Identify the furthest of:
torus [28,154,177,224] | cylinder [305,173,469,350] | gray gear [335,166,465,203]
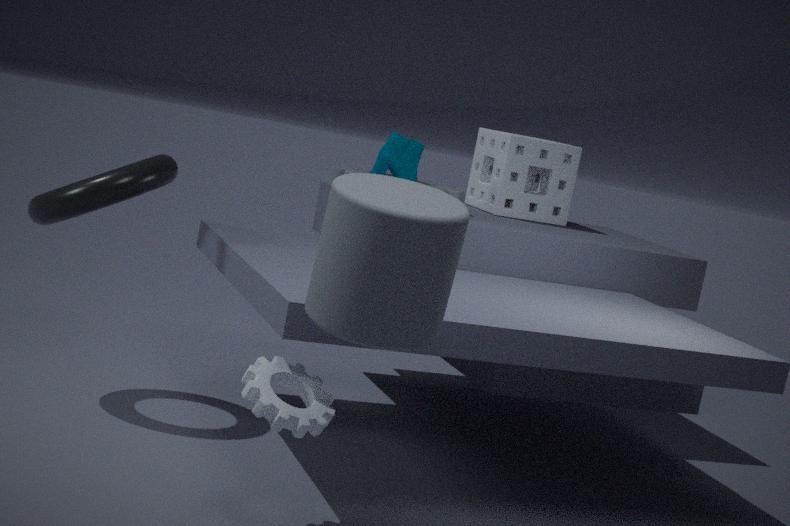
gray gear [335,166,465,203]
